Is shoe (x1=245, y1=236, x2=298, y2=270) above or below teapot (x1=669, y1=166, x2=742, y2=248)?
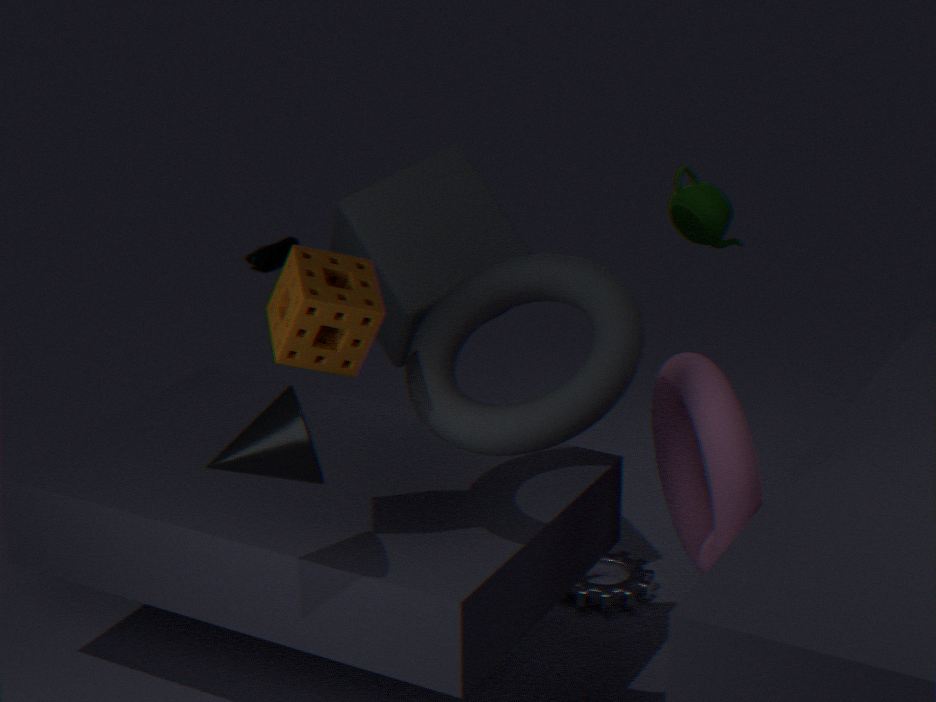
below
